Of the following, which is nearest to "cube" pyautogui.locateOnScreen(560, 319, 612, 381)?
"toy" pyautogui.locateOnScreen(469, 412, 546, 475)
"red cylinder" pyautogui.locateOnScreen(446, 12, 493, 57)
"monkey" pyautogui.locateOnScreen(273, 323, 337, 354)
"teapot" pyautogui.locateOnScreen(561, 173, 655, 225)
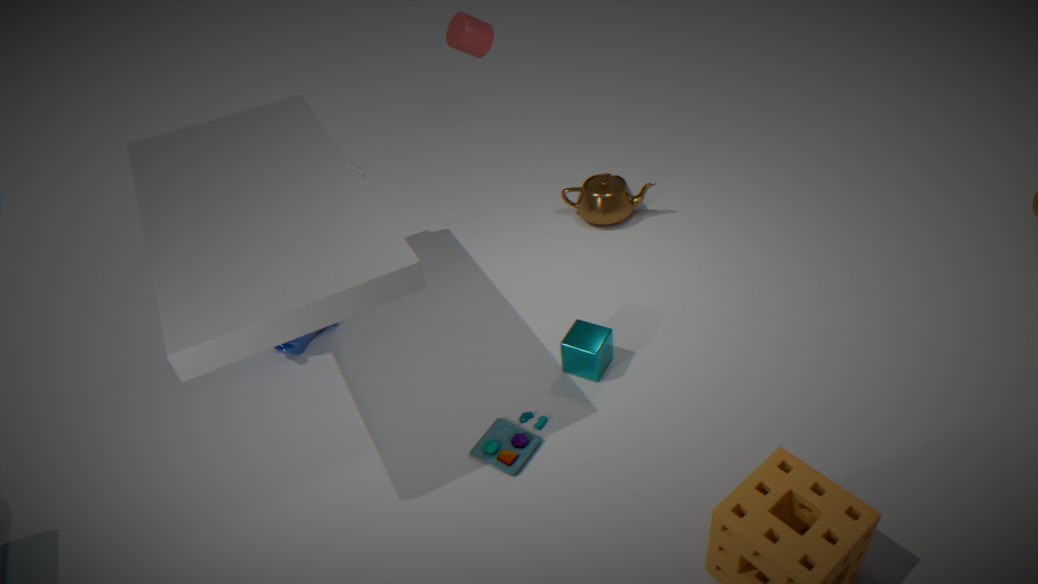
"toy" pyautogui.locateOnScreen(469, 412, 546, 475)
